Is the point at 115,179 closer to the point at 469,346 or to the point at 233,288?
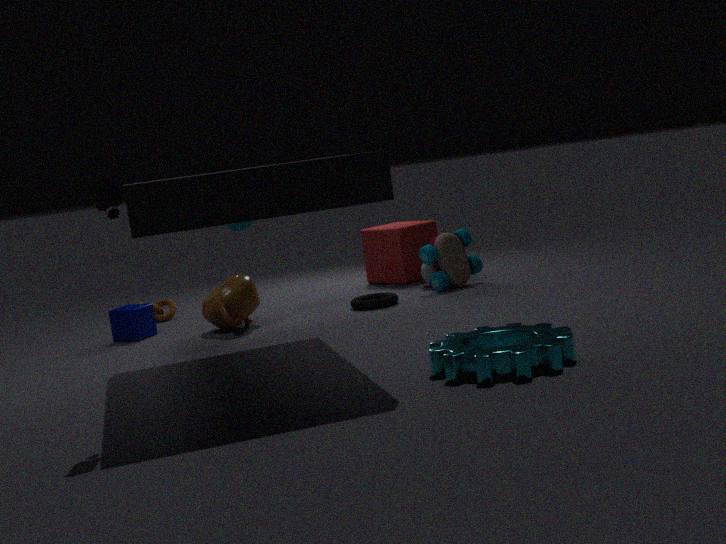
the point at 469,346
